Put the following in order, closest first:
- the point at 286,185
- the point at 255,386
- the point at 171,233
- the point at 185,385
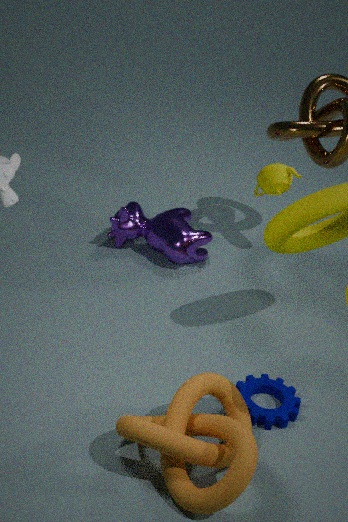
the point at 185,385 < the point at 255,386 < the point at 286,185 < the point at 171,233
